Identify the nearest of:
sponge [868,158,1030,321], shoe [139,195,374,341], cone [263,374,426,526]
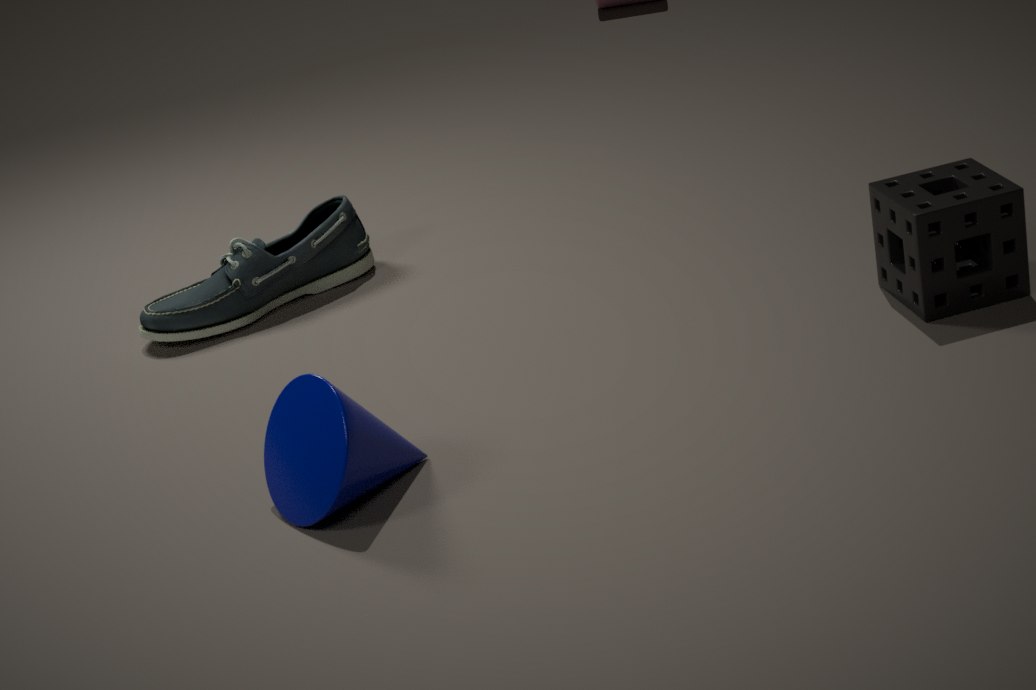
cone [263,374,426,526]
